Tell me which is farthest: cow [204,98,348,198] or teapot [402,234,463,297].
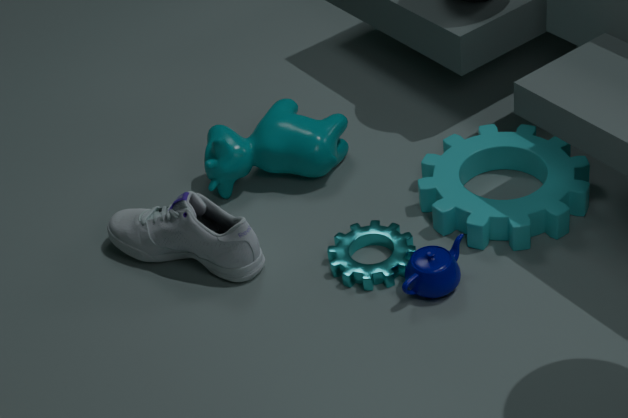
cow [204,98,348,198]
